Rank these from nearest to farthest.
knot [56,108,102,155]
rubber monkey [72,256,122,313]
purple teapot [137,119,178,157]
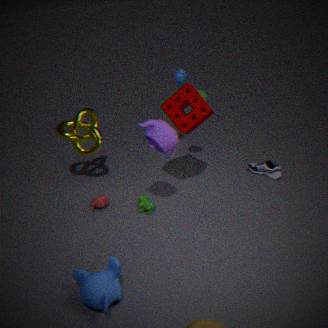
rubber monkey [72,256,122,313], purple teapot [137,119,178,157], knot [56,108,102,155]
